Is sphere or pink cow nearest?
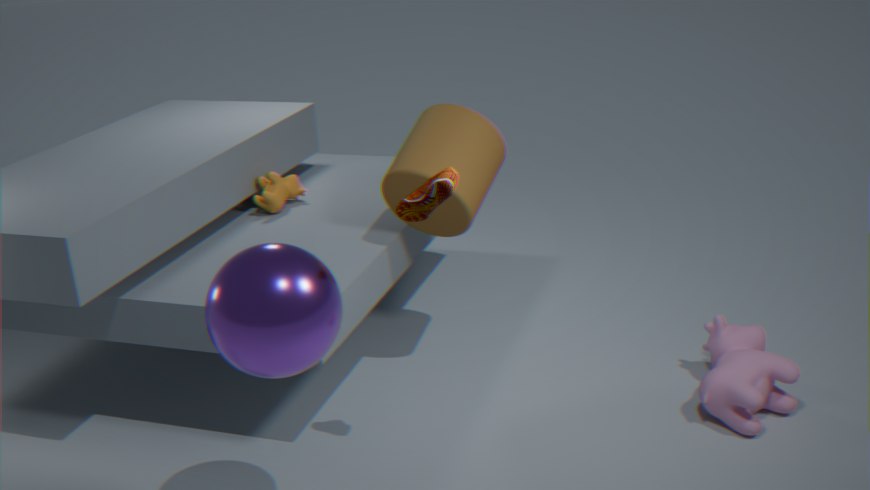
sphere
